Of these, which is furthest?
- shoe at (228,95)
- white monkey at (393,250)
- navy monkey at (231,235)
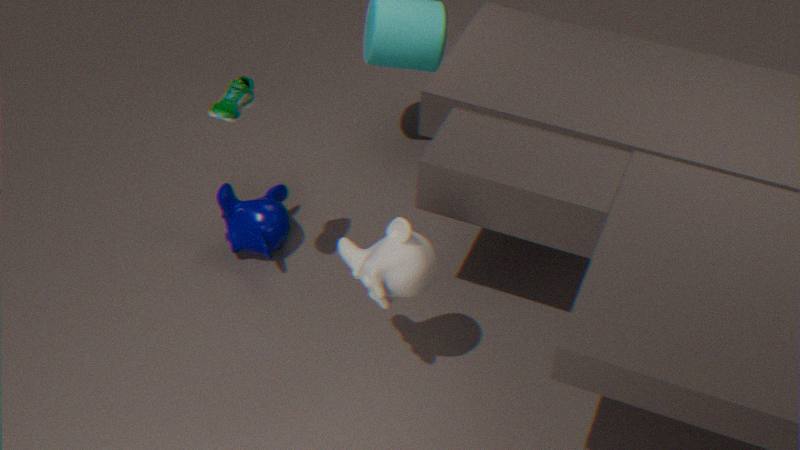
navy monkey at (231,235)
